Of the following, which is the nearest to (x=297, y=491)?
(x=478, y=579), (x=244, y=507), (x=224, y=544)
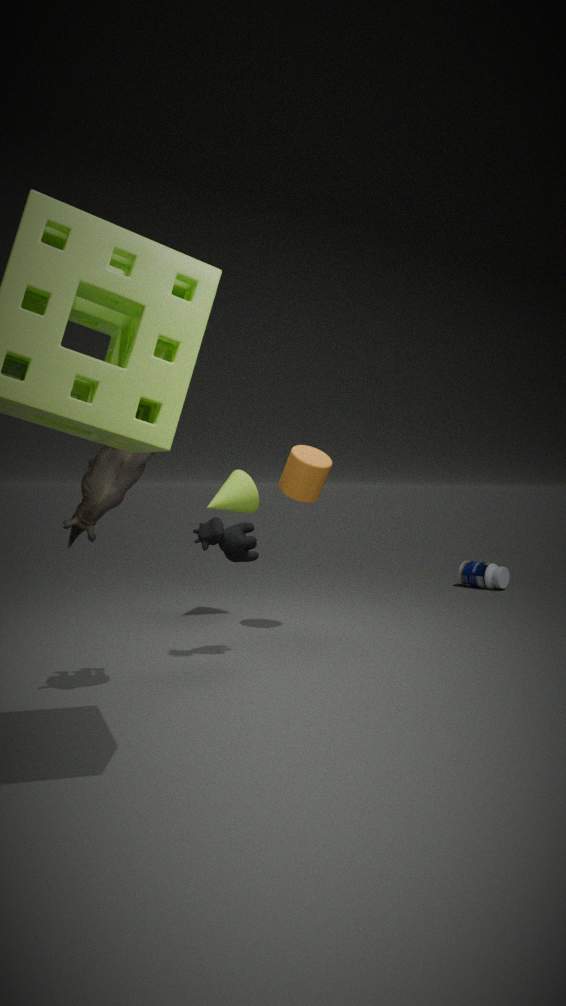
(x=244, y=507)
